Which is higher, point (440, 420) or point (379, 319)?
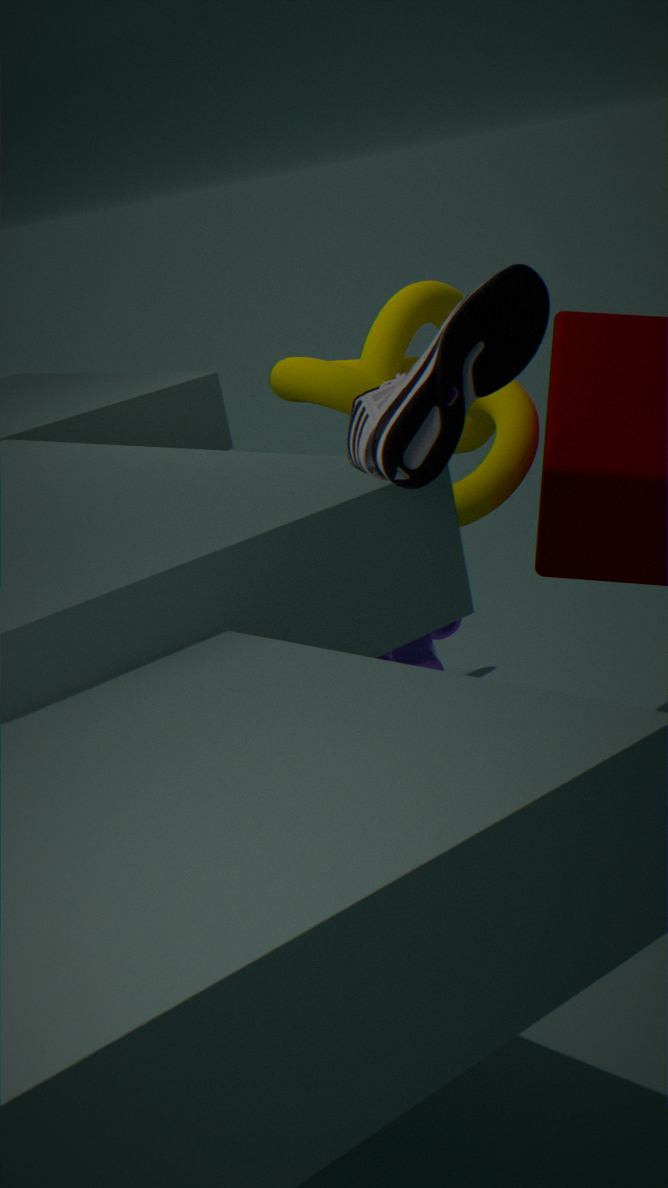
point (440, 420)
